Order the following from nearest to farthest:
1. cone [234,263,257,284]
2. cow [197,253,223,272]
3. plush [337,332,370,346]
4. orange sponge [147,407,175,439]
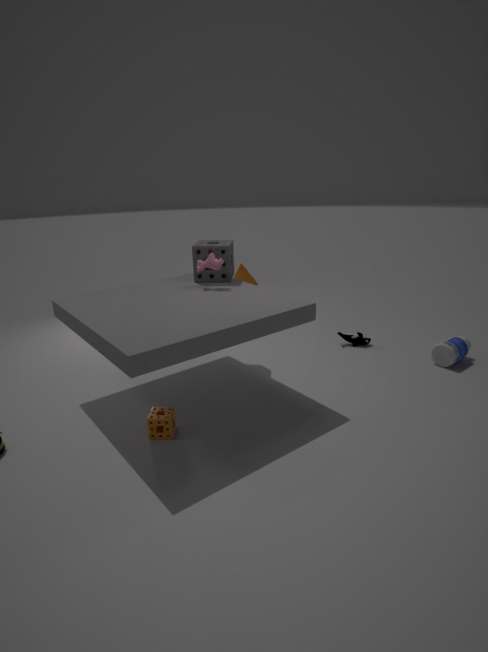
orange sponge [147,407,175,439], cow [197,253,223,272], plush [337,332,370,346], cone [234,263,257,284]
